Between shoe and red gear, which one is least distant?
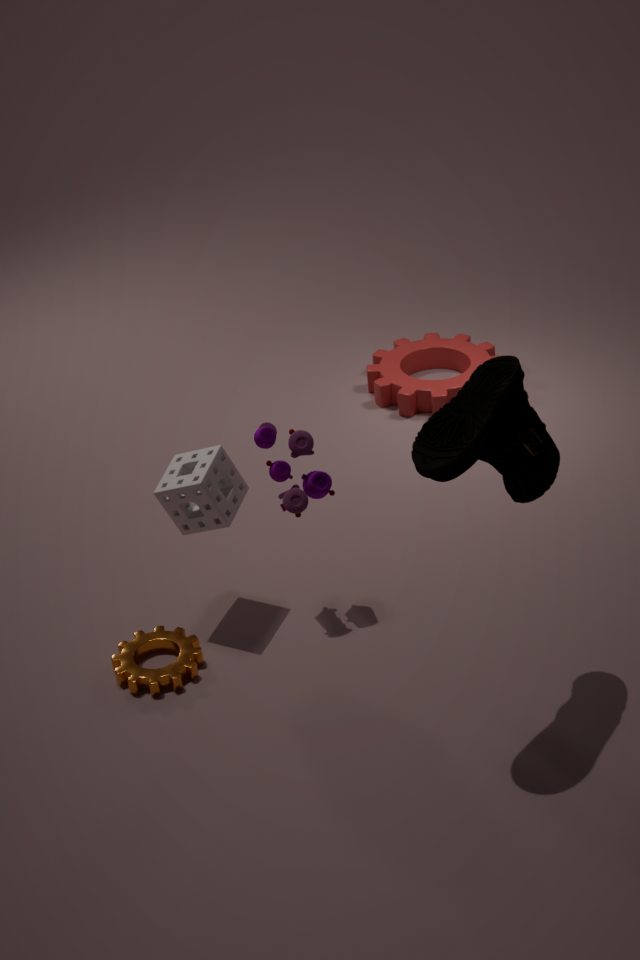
shoe
